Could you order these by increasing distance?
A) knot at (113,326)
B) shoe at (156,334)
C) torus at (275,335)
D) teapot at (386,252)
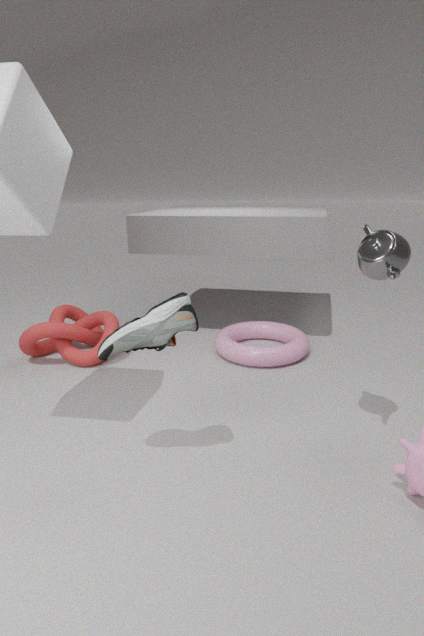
1. shoe at (156,334)
2. teapot at (386,252)
3. torus at (275,335)
4. knot at (113,326)
